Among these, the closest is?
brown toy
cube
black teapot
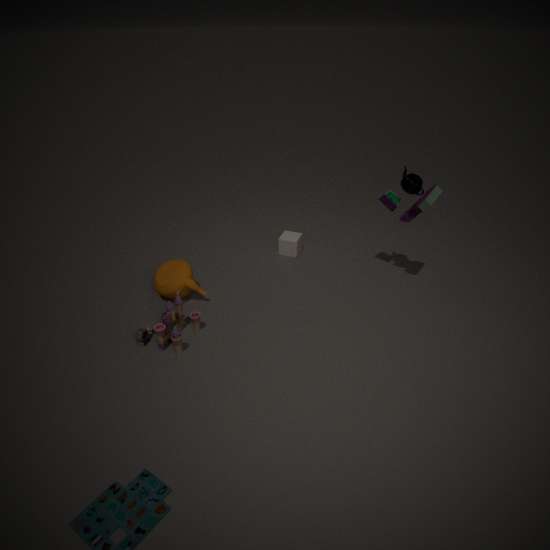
brown toy
